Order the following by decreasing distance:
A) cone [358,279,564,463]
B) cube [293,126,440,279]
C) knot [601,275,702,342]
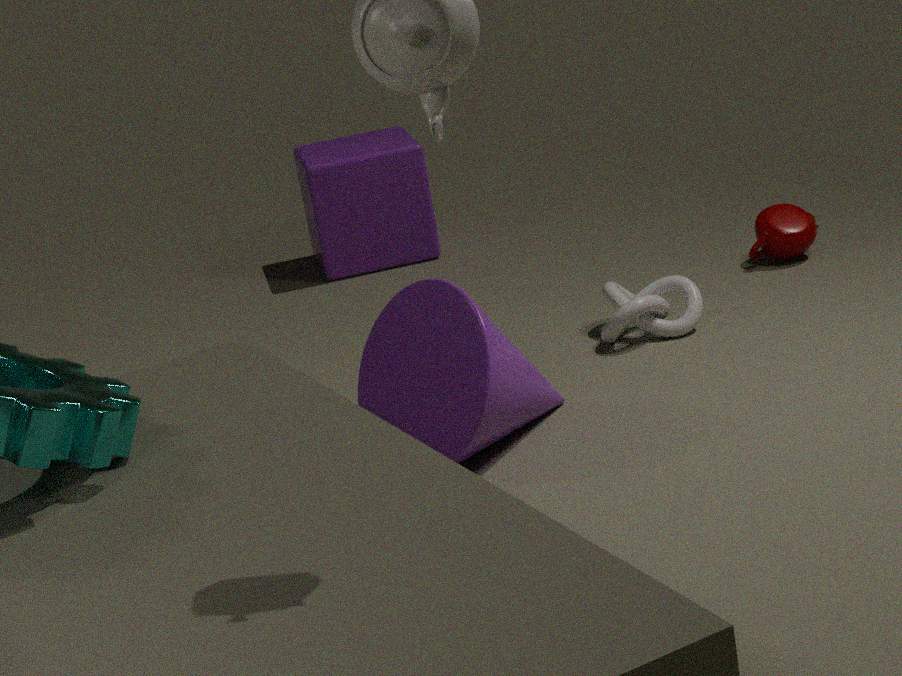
1. cube [293,126,440,279]
2. knot [601,275,702,342]
3. cone [358,279,564,463]
